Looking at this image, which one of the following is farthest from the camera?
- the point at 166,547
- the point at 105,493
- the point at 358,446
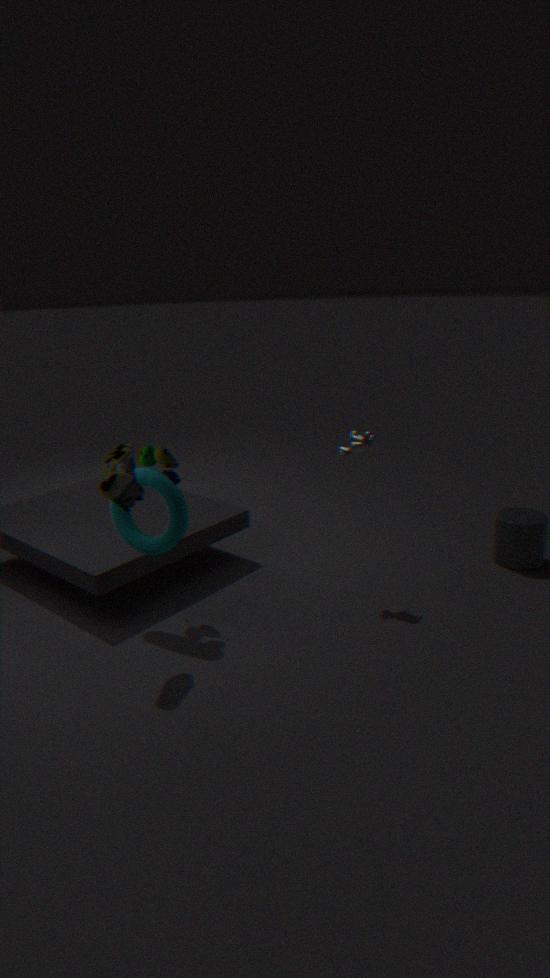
the point at 358,446
